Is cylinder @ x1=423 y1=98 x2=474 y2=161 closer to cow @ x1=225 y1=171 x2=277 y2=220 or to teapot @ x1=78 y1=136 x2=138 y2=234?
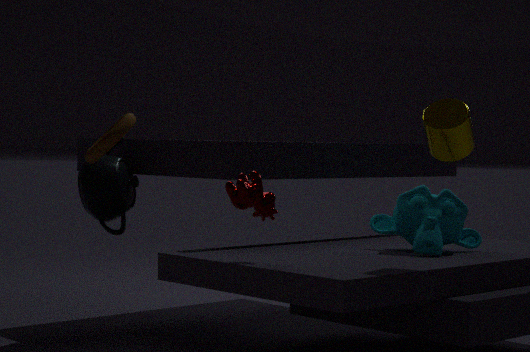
cow @ x1=225 y1=171 x2=277 y2=220
